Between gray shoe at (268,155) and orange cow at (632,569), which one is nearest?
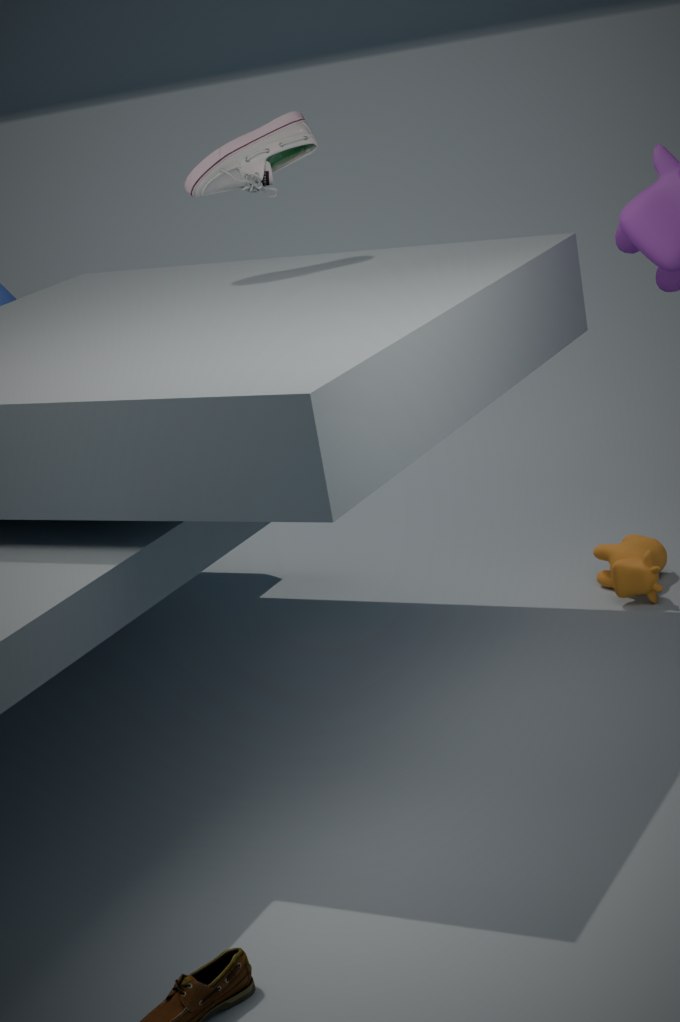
orange cow at (632,569)
